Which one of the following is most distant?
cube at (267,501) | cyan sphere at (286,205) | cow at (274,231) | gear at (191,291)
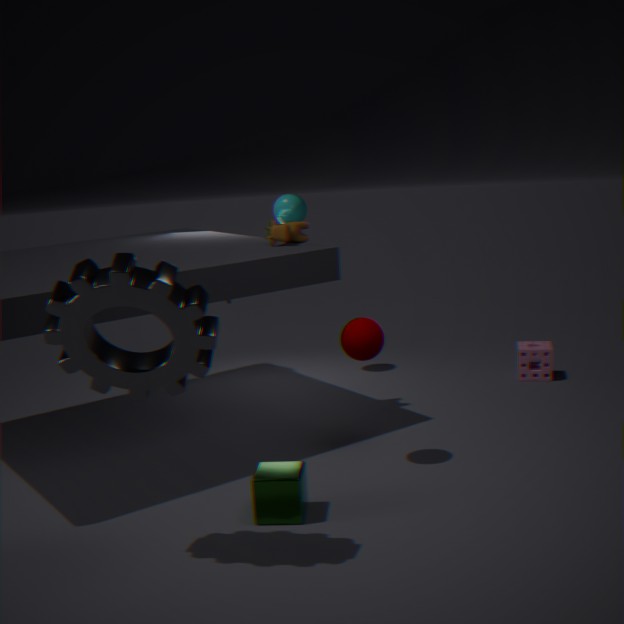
cyan sphere at (286,205)
